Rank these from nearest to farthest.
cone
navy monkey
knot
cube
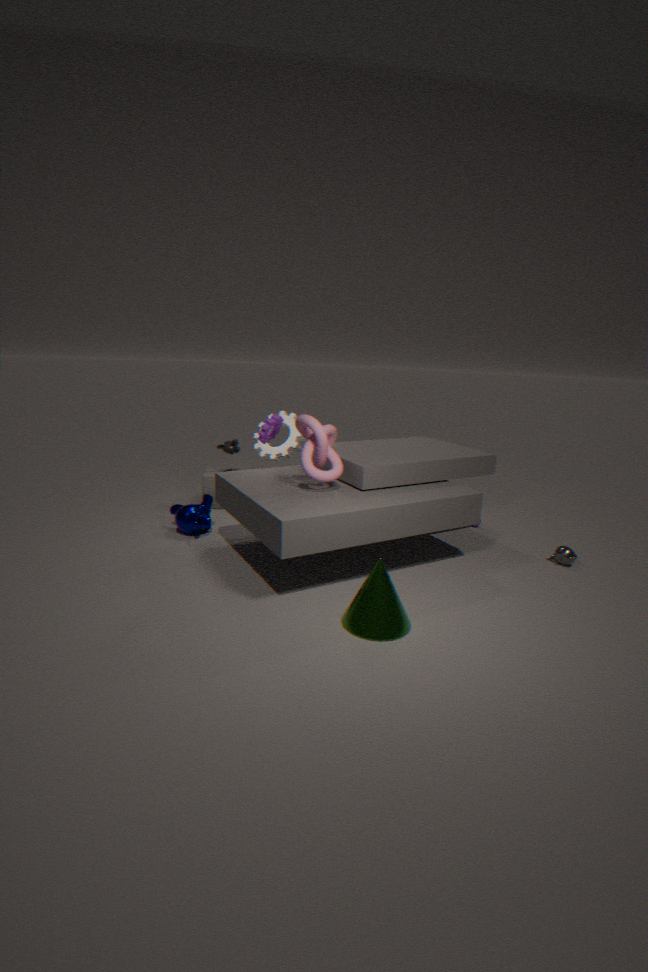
cone
knot
navy monkey
cube
